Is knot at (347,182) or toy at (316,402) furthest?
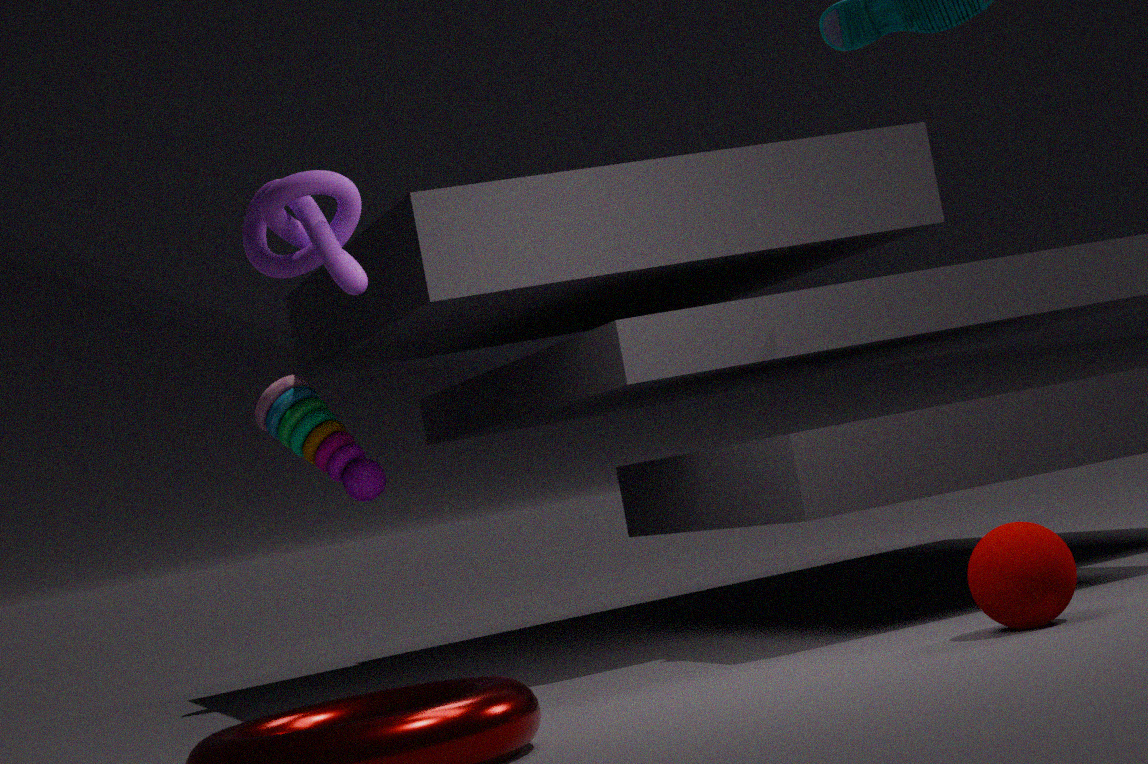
toy at (316,402)
